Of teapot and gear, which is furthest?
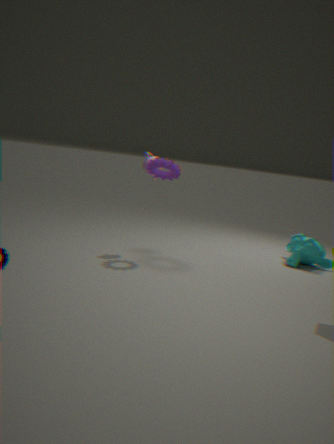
teapot
